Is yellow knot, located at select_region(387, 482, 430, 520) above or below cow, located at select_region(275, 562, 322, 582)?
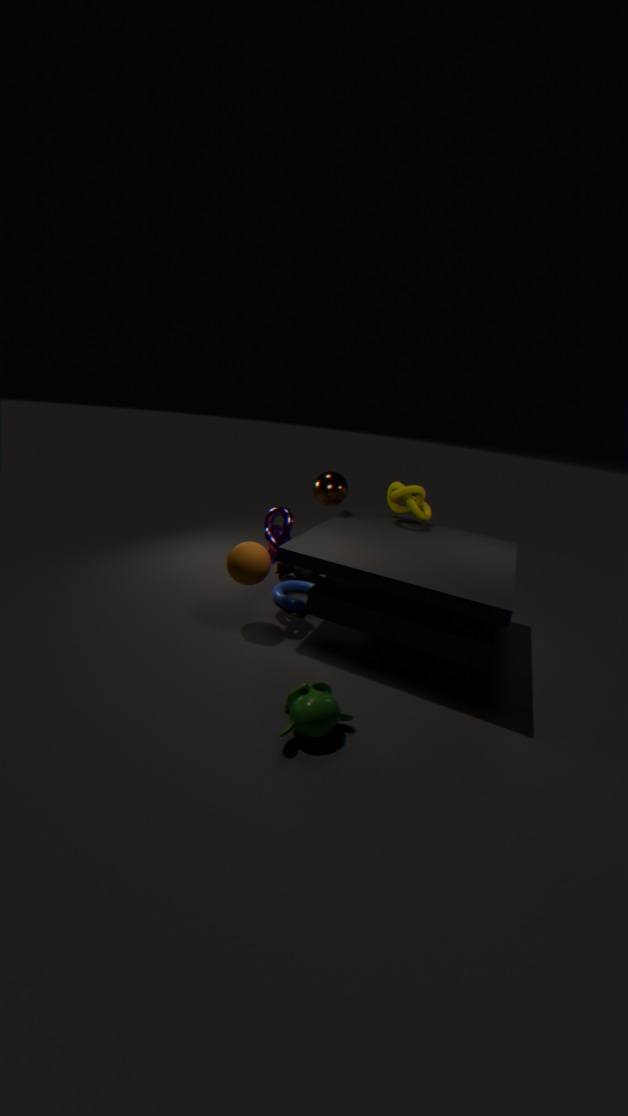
above
